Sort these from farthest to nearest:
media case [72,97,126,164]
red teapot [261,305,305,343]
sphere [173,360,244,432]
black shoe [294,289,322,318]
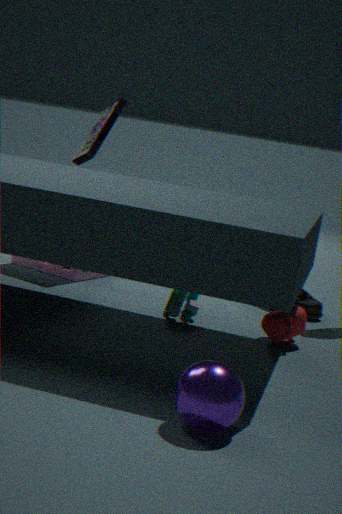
media case [72,97,126,164] < black shoe [294,289,322,318] < red teapot [261,305,305,343] < sphere [173,360,244,432]
